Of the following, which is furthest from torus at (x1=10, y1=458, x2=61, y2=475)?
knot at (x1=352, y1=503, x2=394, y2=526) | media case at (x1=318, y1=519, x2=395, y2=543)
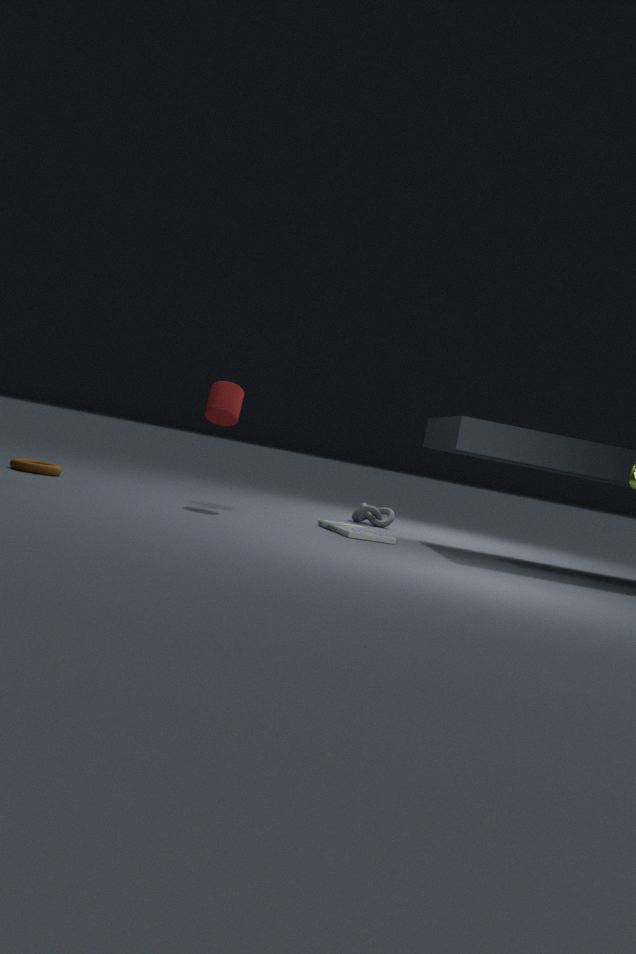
knot at (x1=352, y1=503, x2=394, y2=526)
